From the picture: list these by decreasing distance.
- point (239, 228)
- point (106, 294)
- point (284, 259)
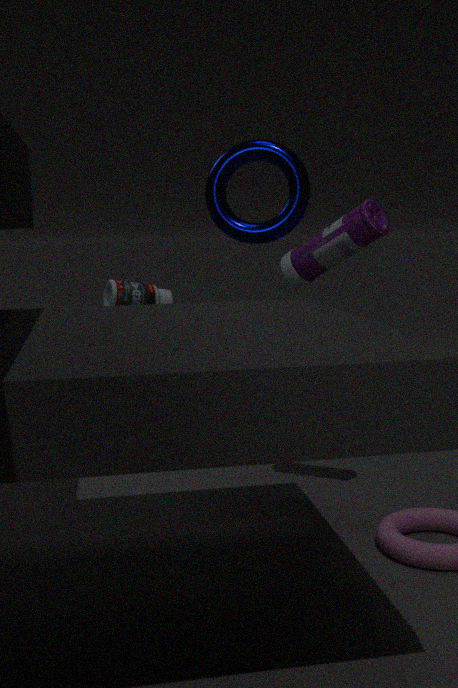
point (106, 294) < point (239, 228) < point (284, 259)
